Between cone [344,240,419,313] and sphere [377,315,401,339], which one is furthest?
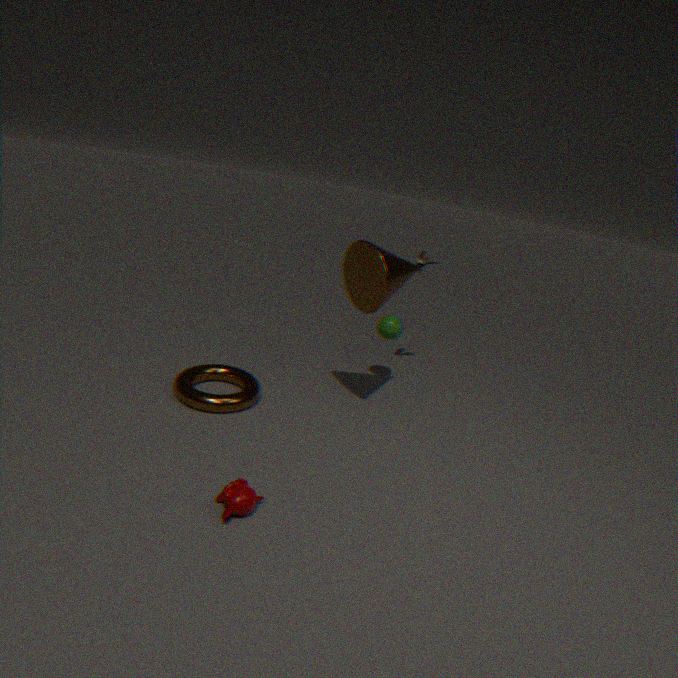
sphere [377,315,401,339]
